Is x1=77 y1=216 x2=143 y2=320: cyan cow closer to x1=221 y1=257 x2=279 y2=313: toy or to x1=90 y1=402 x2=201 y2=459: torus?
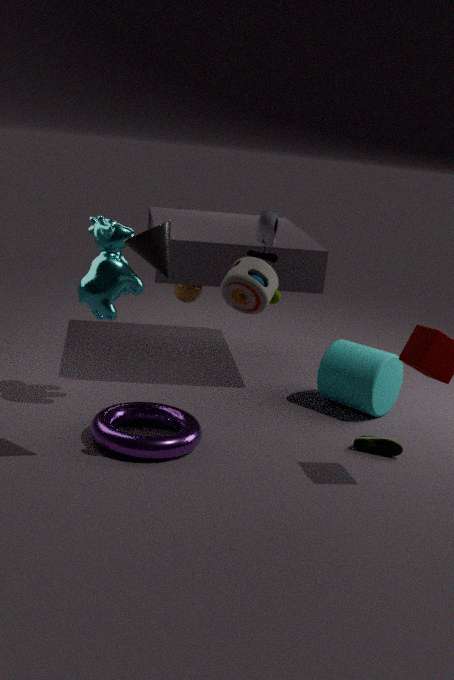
x1=90 y1=402 x2=201 y2=459: torus
